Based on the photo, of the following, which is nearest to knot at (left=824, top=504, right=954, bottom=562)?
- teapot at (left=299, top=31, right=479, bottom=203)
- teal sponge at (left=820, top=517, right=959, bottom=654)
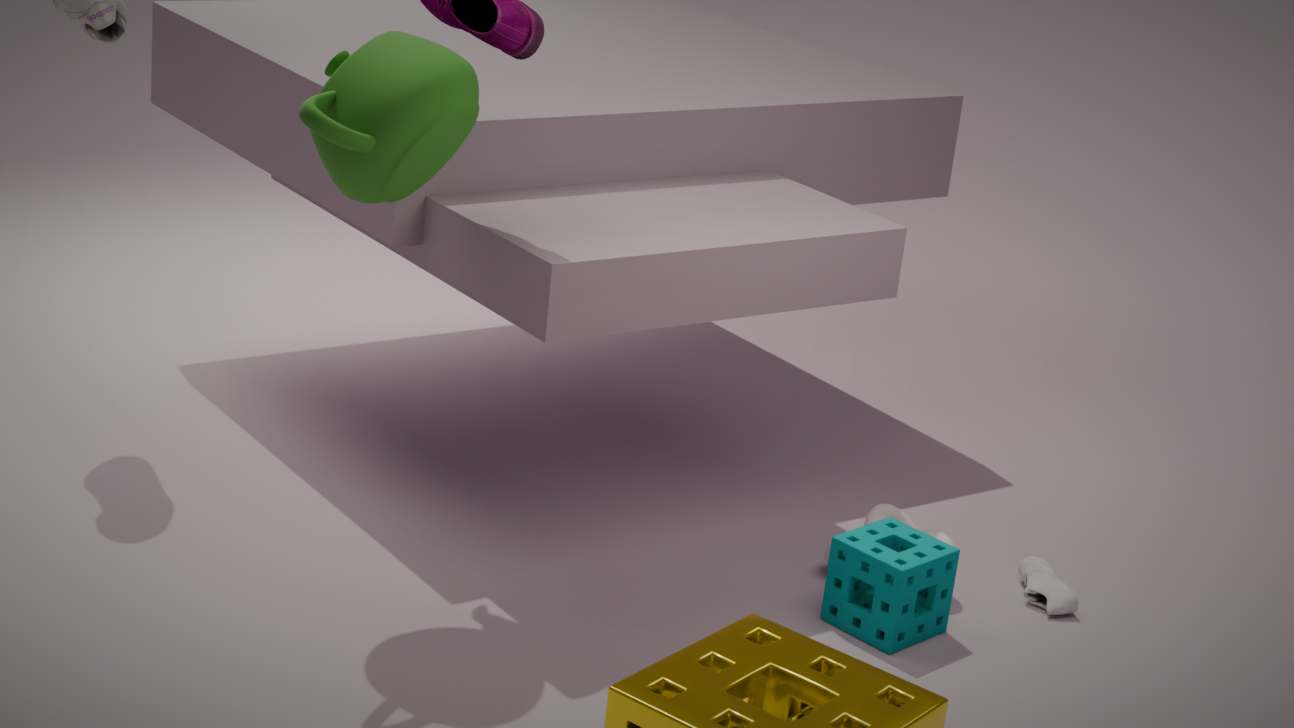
teal sponge at (left=820, top=517, right=959, bottom=654)
